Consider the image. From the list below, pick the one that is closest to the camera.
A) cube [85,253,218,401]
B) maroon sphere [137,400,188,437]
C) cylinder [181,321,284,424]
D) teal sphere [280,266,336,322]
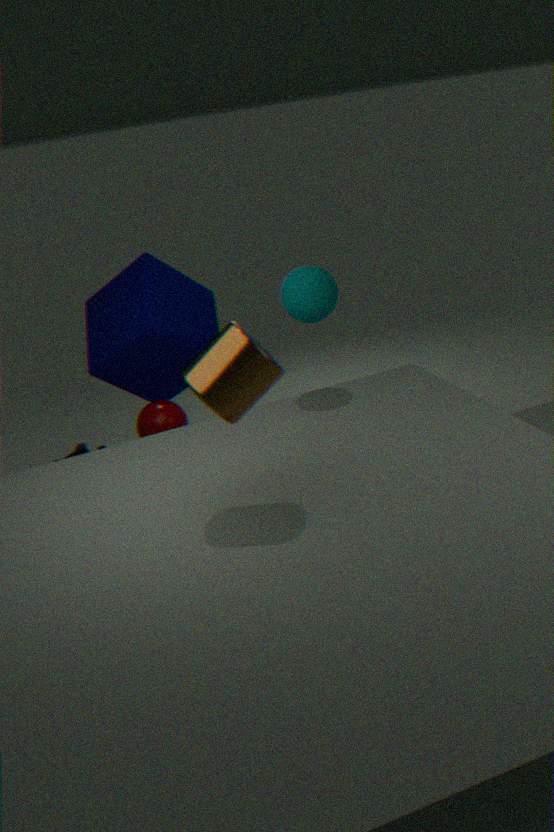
cylinder [181,321,284,424]
